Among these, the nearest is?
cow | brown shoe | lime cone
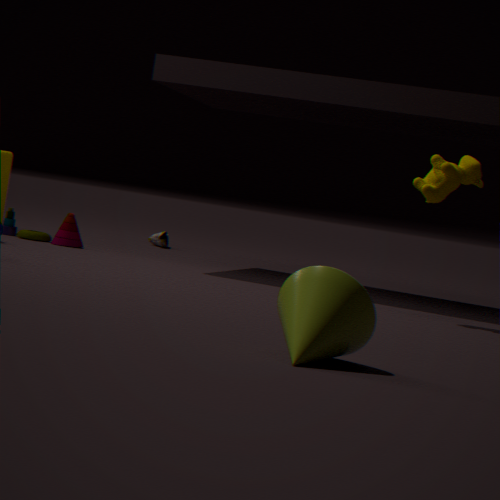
lime cone
